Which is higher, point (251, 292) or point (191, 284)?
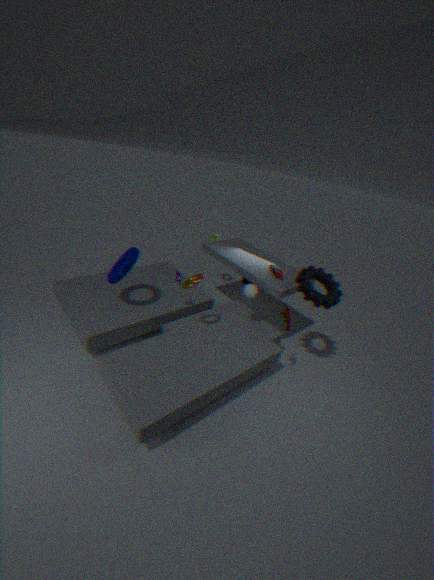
point (191, 284)
